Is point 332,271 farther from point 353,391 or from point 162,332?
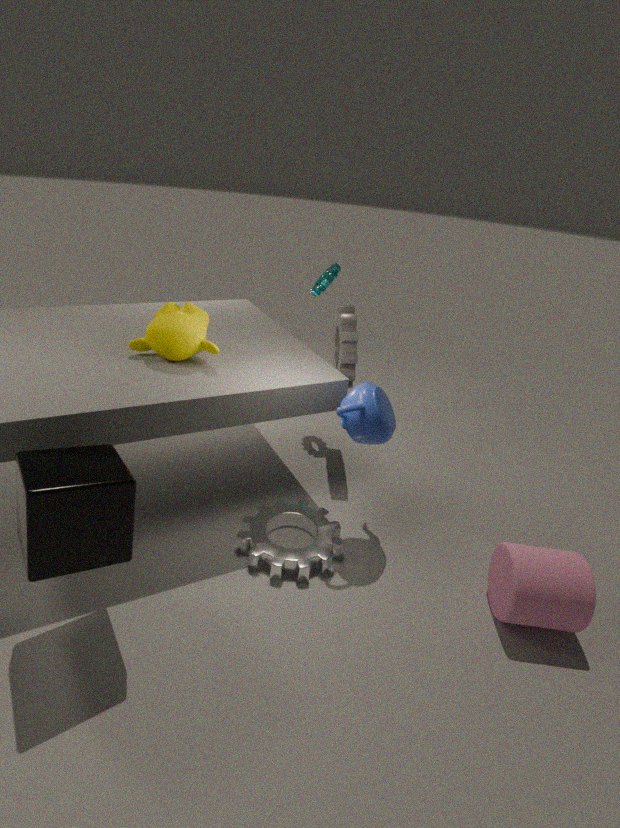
point 353,391
